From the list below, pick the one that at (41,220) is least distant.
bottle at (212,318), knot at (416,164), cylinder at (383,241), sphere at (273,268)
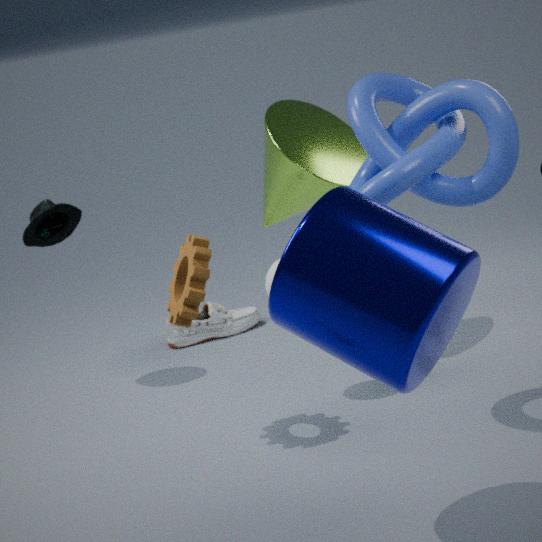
cylinder at (383,241)
